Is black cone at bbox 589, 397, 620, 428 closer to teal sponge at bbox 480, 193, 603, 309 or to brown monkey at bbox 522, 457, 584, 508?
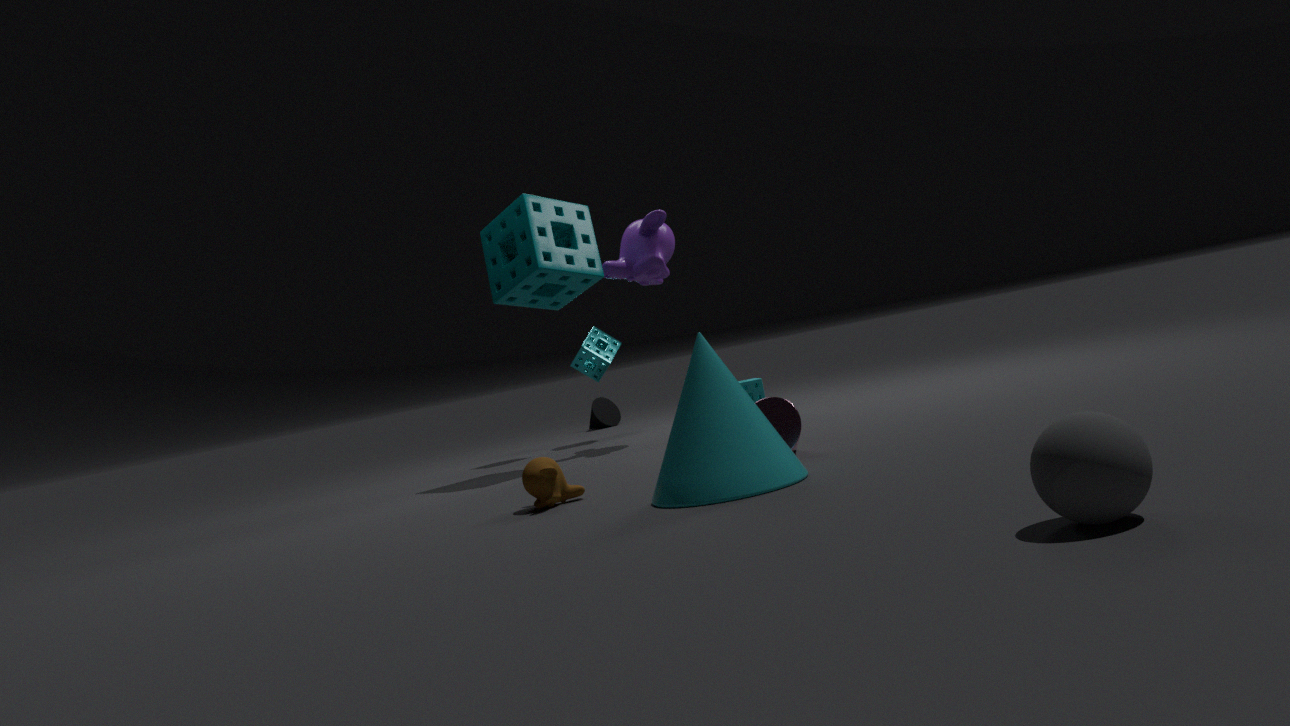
teal sponge at bbox 480, 193, 603, 309
